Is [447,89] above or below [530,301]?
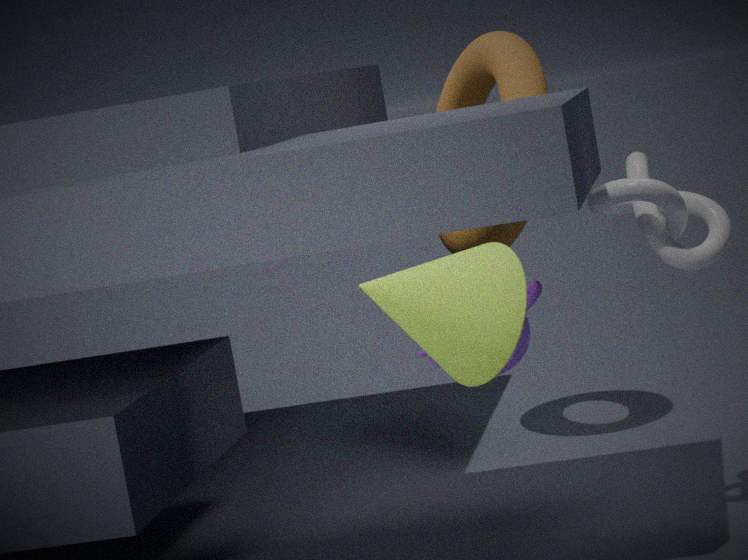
above
